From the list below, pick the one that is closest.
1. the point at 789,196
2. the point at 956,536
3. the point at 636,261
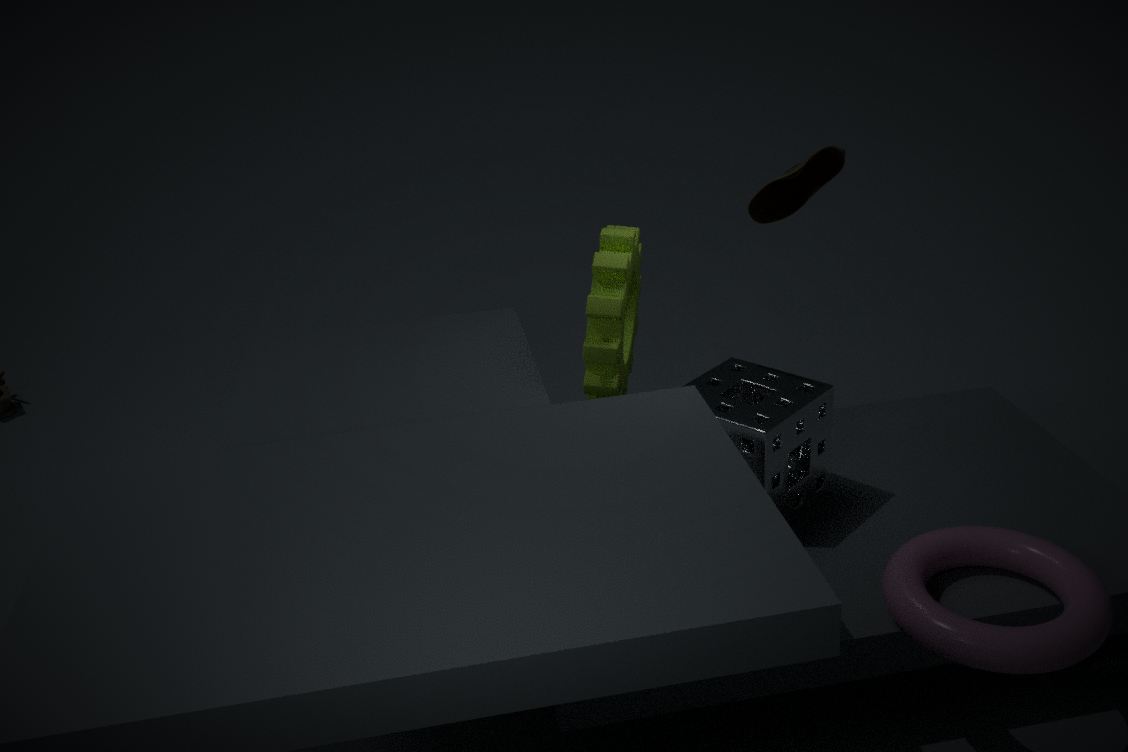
the point at 956,536
